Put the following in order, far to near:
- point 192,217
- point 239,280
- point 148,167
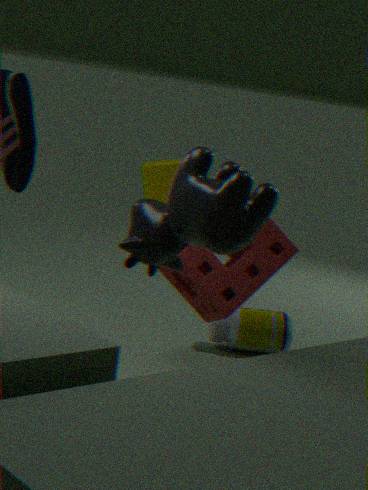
point 148,167 → point 239,280 → point 192,217
